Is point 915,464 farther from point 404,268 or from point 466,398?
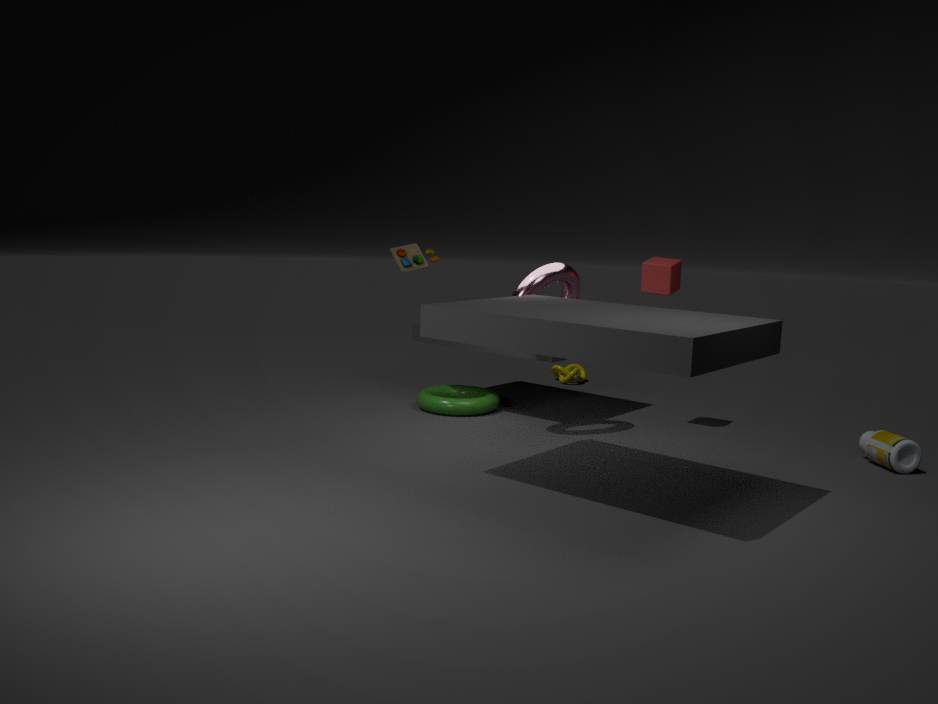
point 404,268
